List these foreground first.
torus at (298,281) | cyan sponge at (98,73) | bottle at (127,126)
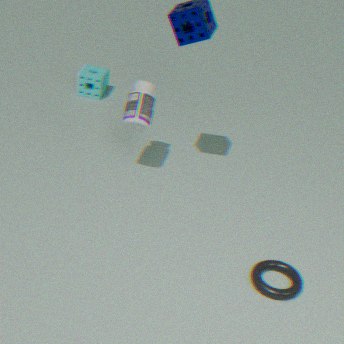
torus at (298,281), bottle at (127,126), cyan sponge at (98,73)
